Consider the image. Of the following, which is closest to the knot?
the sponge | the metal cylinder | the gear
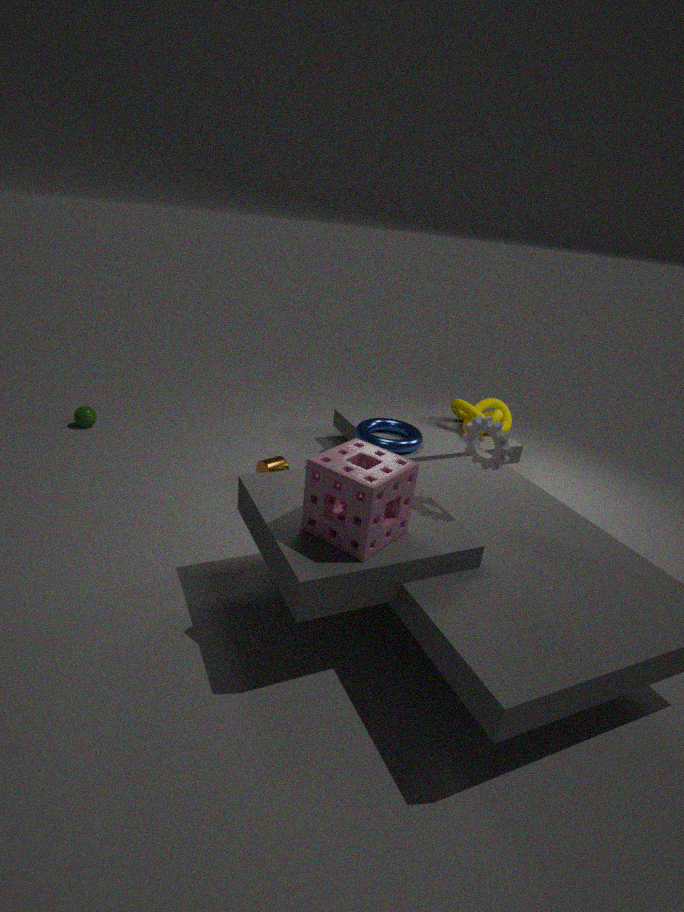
the metal cylinder
